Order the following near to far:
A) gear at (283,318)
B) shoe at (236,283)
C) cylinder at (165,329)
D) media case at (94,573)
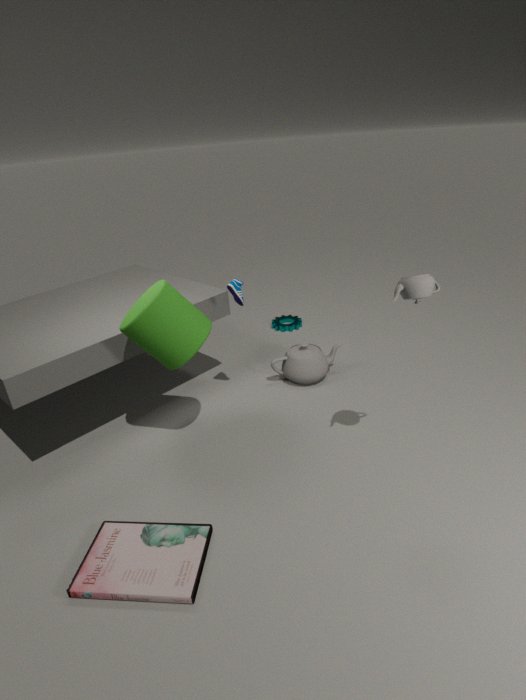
media case at (94,573) → cylinder at (165,329) → shoe at (236,283) → gear at (283,318)
